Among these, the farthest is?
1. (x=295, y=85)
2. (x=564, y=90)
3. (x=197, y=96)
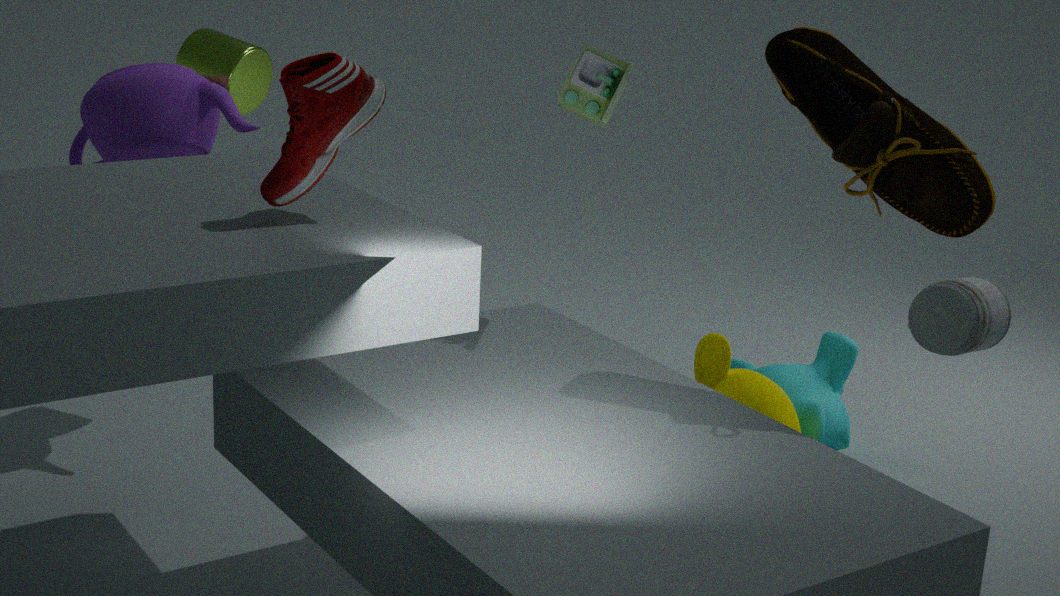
(x=197, y=96)
